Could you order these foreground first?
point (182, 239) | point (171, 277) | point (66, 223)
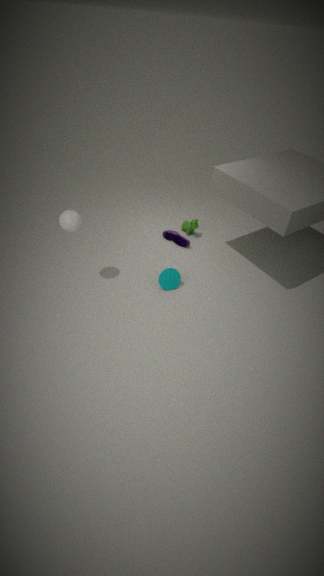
point (66, 223), point (171, 277), point (182, 239)
